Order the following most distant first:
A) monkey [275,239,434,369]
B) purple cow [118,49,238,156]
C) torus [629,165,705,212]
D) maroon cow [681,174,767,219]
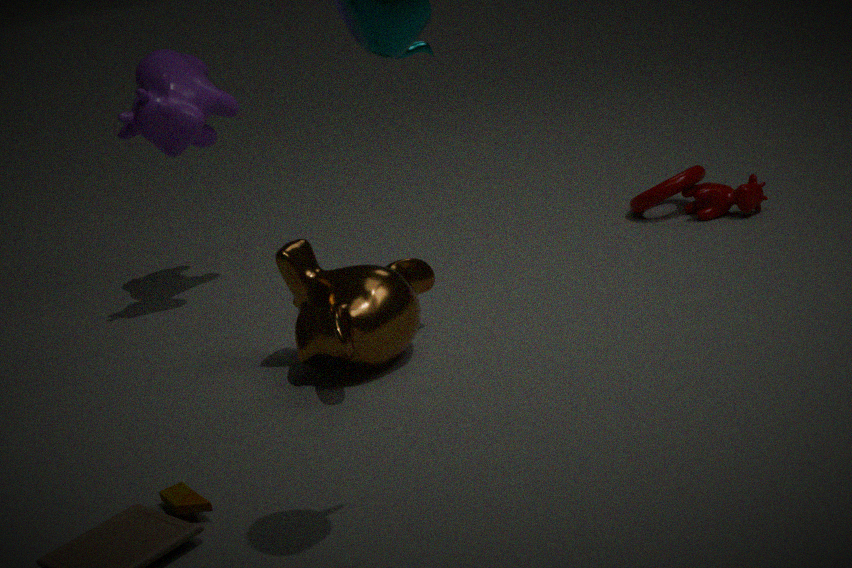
1. torus [629,165,705,212]
2. maroon cow [681,174,767,219]
3. purple cow [118,49,238,156]
4. monkey [275,239,434,369]
